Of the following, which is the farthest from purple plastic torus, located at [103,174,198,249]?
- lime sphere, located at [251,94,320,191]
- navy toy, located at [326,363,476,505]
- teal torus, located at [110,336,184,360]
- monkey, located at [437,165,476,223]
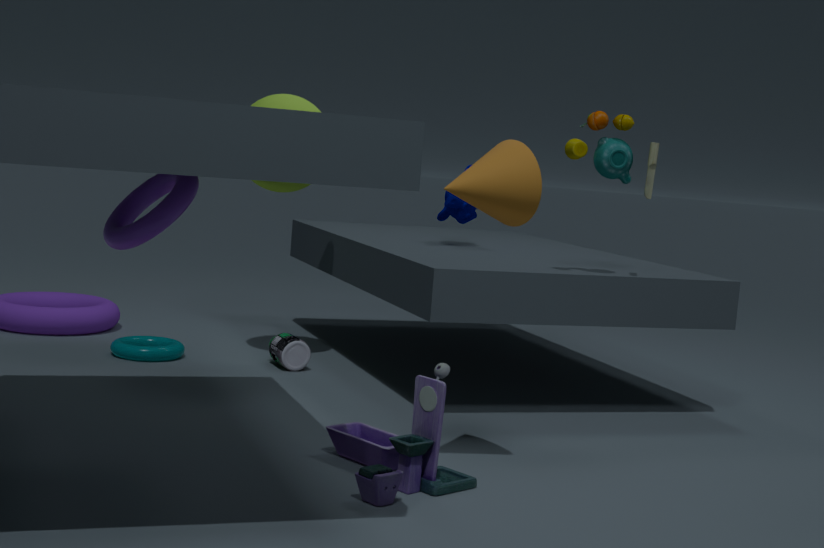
monkey, located at [437,165,476,223]
